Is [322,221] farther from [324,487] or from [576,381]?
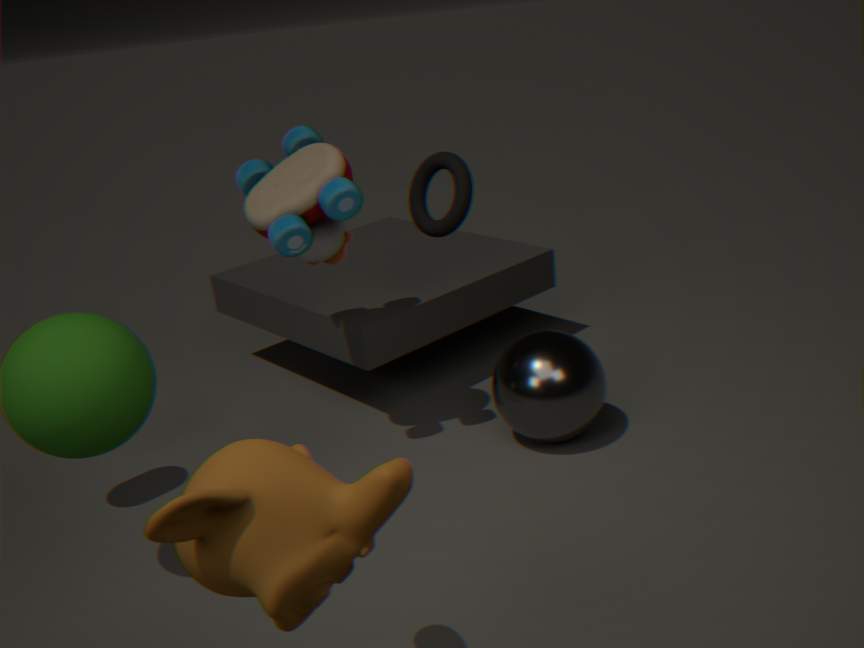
[324,487]
